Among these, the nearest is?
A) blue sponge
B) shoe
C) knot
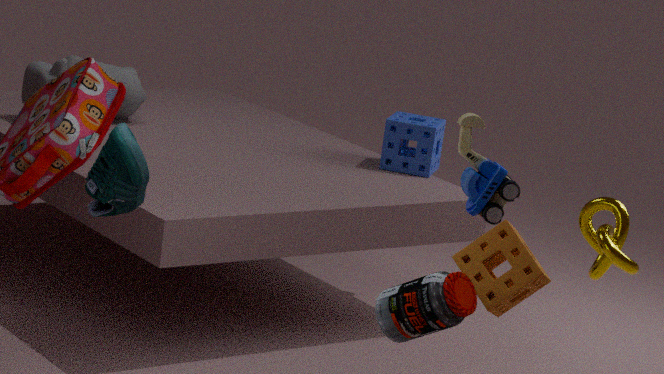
shoe
